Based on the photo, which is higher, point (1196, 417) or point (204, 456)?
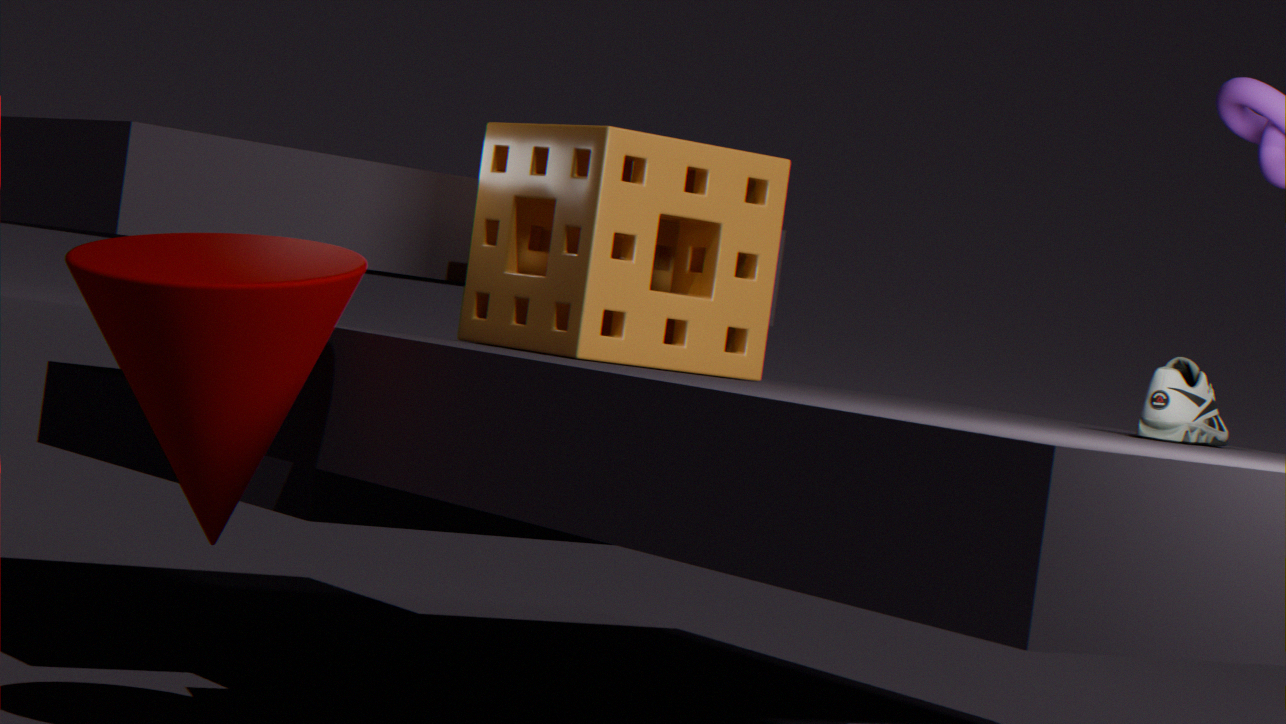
point (1196, 417)
